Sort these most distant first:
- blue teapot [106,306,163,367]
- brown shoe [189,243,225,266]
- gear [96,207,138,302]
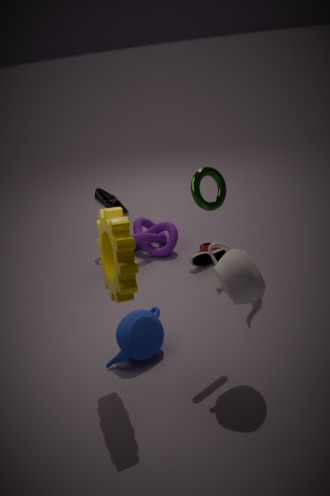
brown shoe [189,243,225,266] → blue teapot [106,306,163,367] → gear [96,207,138,302]
